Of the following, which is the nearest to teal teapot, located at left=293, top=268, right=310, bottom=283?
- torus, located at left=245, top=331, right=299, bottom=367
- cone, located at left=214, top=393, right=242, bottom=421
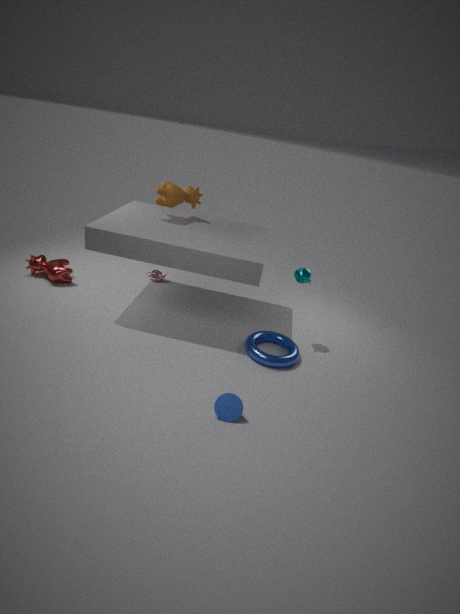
torus, located at left=245, top=331, right=299, bottom=367
